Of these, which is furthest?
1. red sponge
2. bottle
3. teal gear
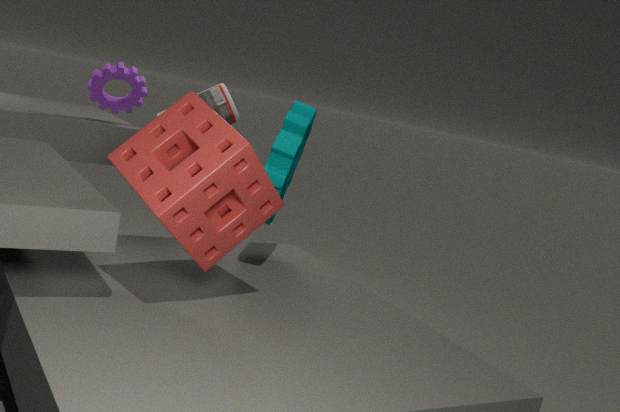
bottle
